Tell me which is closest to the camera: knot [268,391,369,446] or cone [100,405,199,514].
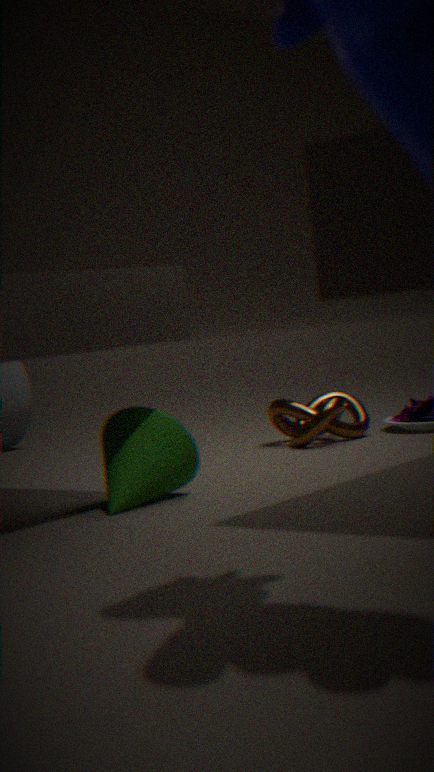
cone [100,405,199,514]
